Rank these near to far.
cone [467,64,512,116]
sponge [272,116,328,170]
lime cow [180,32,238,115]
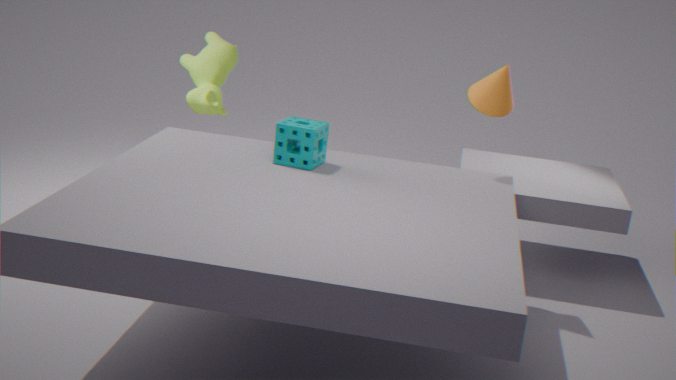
sponge [272,116,328,170]
cone [467,64,512,116]
lime cow [180,32,238,115]
